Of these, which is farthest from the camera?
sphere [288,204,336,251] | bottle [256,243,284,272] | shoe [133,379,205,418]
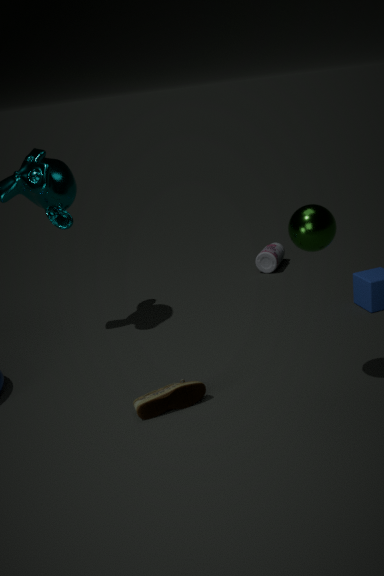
bottle [256,243,284,272]
